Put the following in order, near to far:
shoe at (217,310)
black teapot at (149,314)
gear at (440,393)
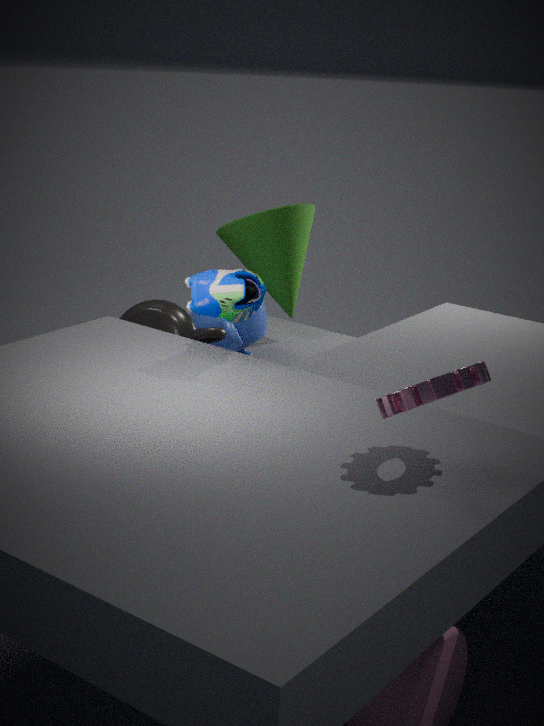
1. gear at (440,393)
2. shoe at (217,310)
3. black teapot at (149,314)
